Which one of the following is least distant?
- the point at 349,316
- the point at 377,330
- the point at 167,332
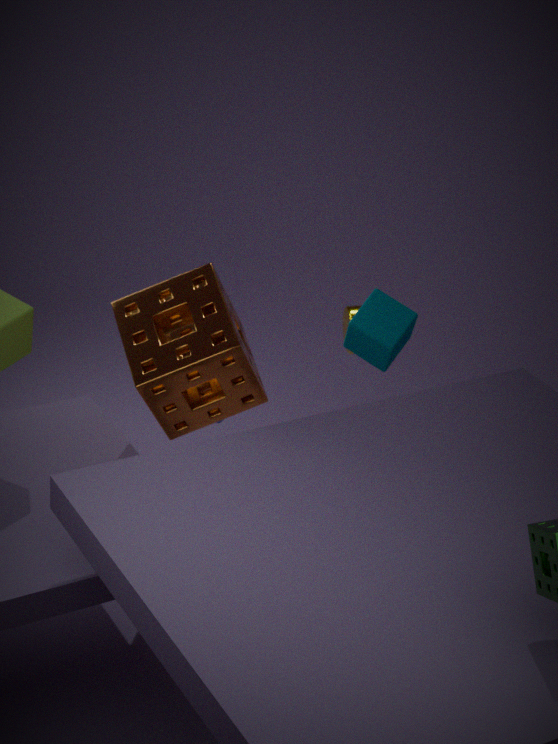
the point at 167,332
